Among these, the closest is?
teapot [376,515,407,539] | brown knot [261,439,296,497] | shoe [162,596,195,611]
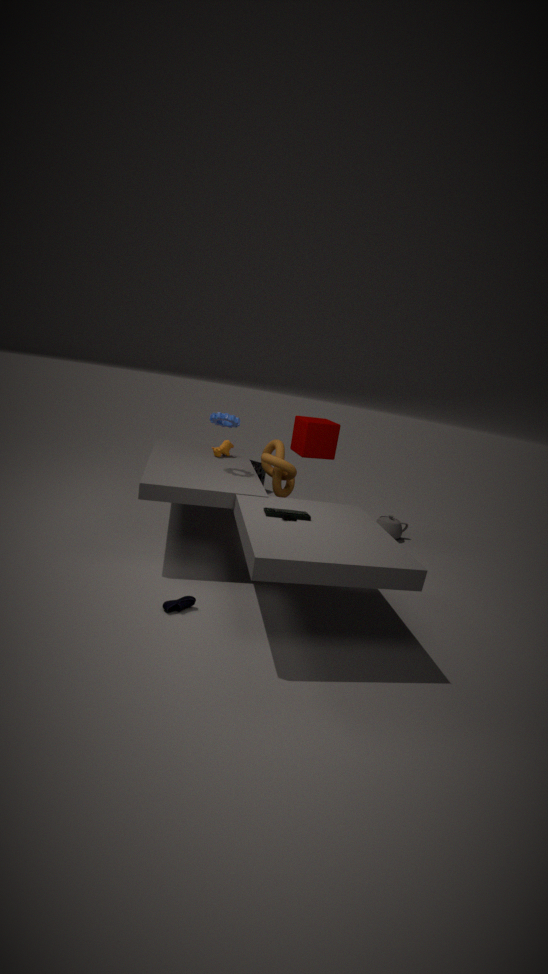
shoe [162,596,195,611]
